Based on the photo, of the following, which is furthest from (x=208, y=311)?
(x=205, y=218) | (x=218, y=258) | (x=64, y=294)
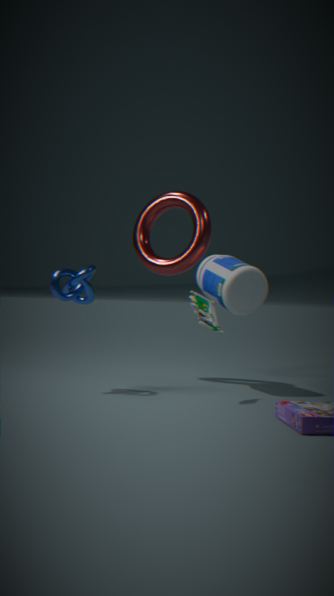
(x=205, y=218)
